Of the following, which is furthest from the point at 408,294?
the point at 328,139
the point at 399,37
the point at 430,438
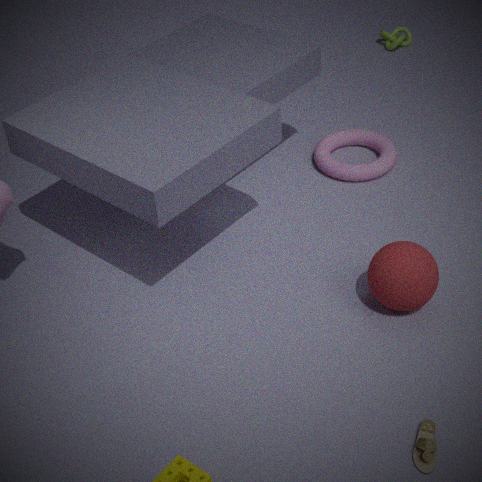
the point at 399,37
